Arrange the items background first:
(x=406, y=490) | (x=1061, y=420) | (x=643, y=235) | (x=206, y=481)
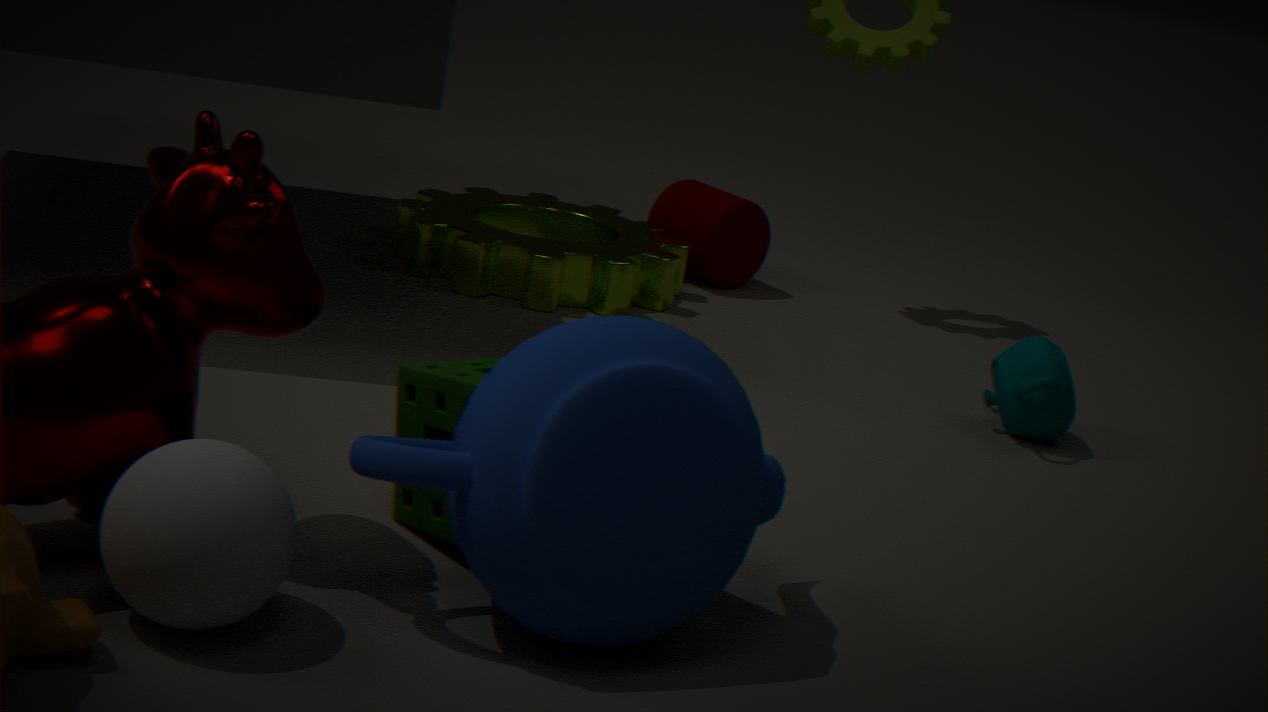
(x=643, y=235) → (x=1061, y=420) → (x=406, y=490) → (x=206, y=481)
